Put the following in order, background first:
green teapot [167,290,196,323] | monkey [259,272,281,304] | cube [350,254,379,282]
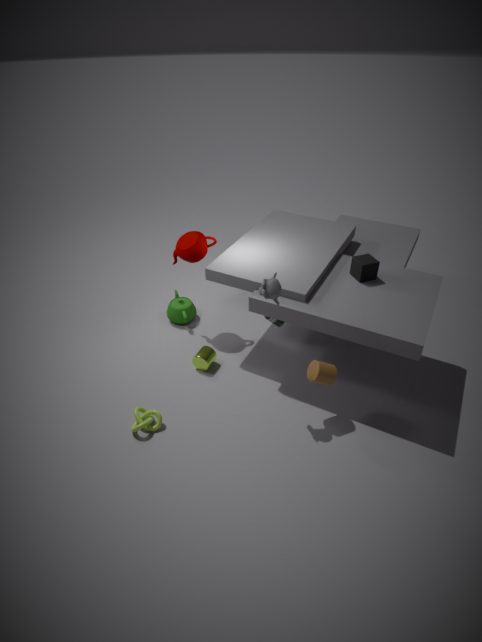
green teapot [167,290,196,323], cube [350,254,379,282], monkey [259,272,281,304]
